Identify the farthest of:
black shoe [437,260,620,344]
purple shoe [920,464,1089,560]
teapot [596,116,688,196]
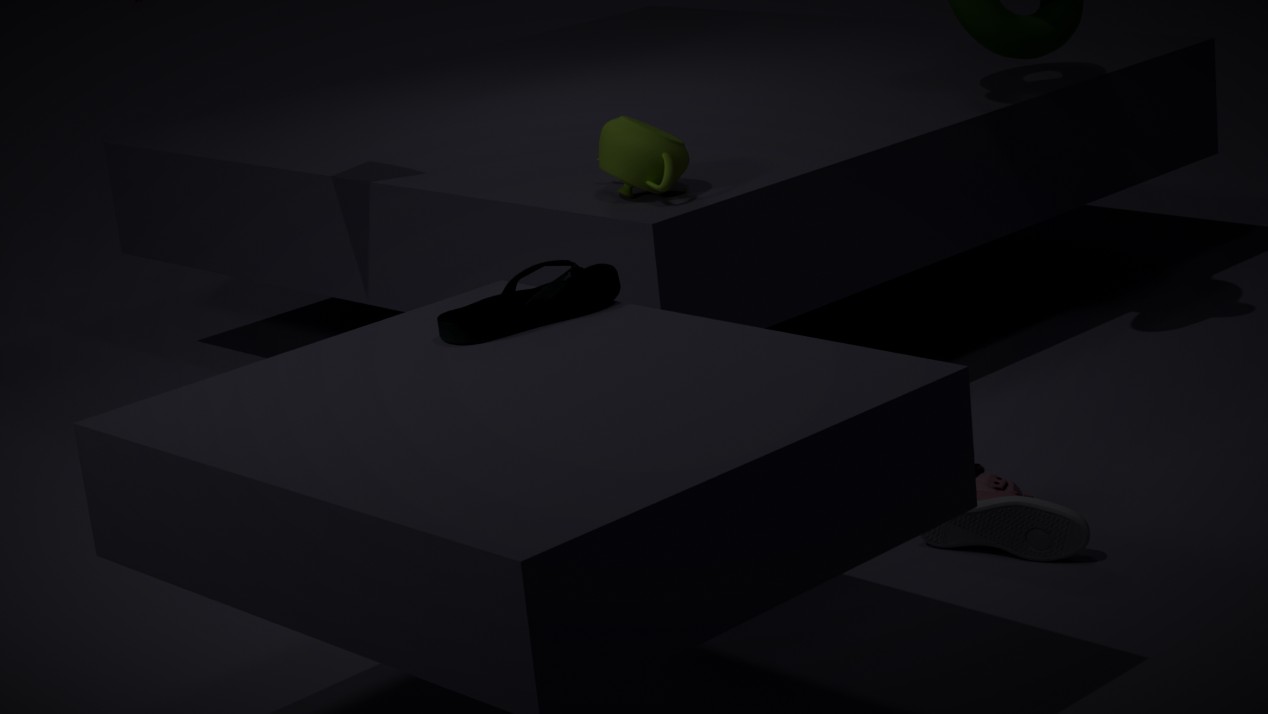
teapot [596,116,688,196]
